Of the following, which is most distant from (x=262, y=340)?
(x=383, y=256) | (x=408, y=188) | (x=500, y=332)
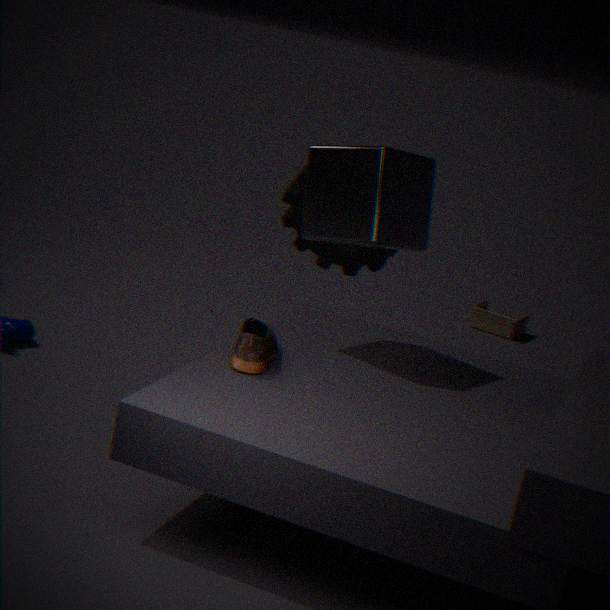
(x=500, y=332)
